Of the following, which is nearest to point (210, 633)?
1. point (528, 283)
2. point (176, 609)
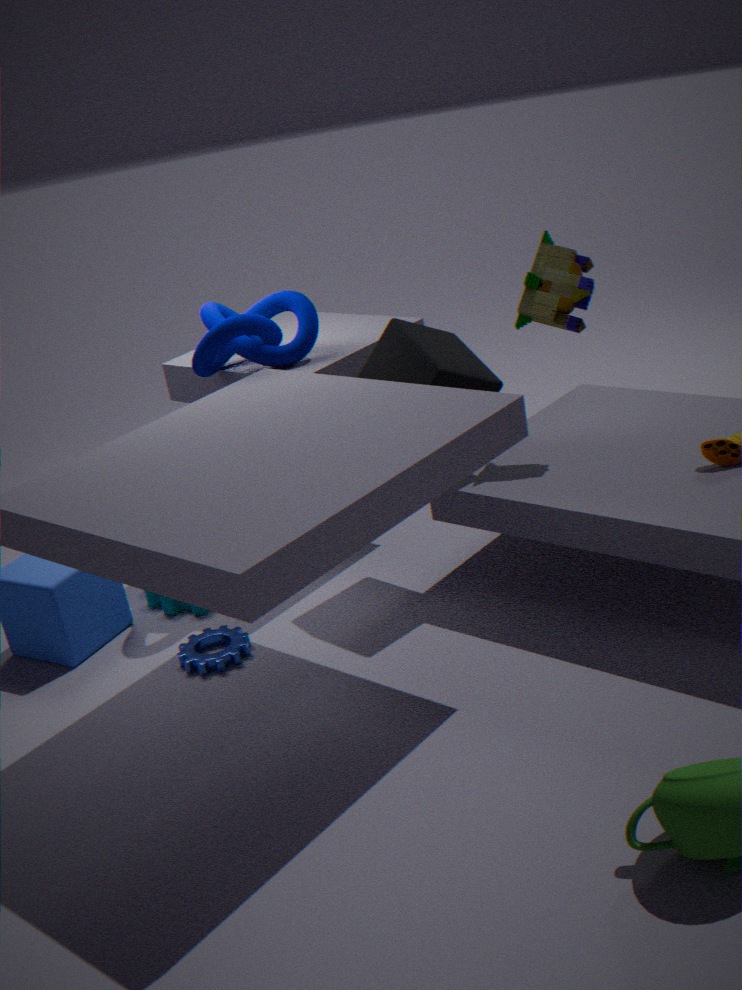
point (176, 609)
